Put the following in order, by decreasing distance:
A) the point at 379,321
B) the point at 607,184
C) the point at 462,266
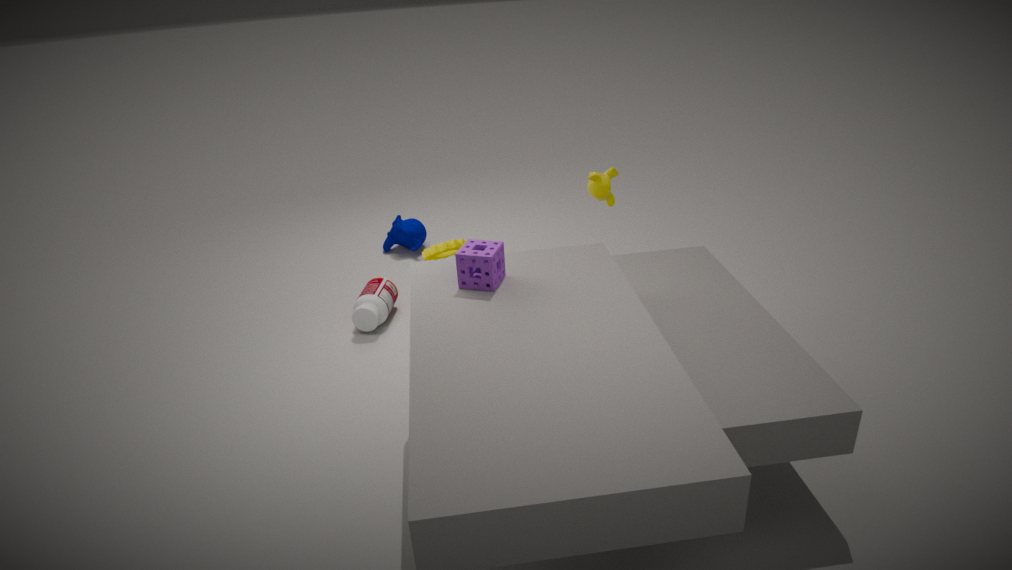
the point at 379,321 → the point at 607,184 → the point at 462,266
